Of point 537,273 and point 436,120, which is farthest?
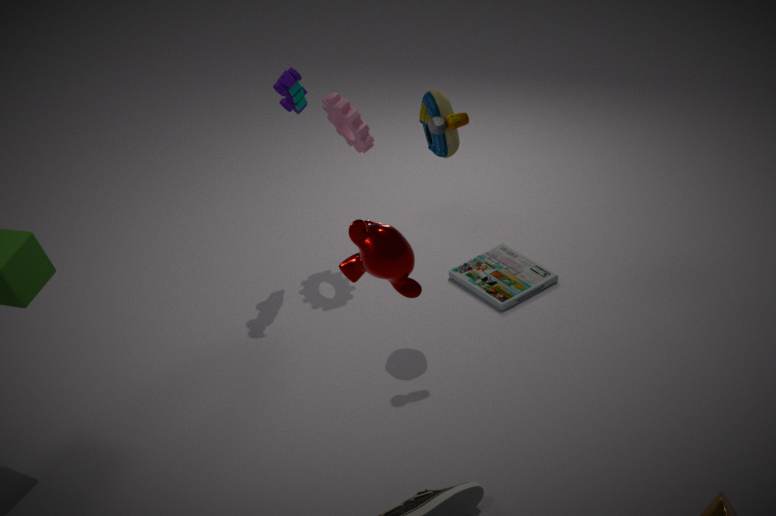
point 537,273
